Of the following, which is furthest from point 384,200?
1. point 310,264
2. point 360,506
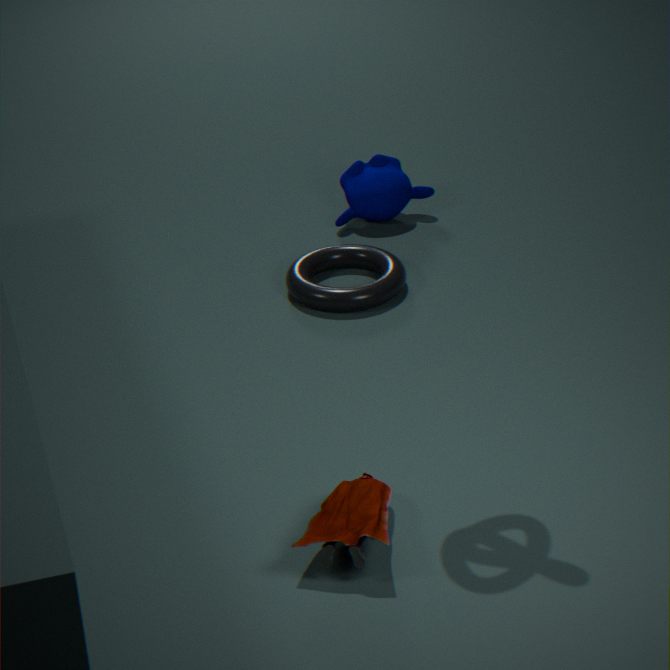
point 360,506
